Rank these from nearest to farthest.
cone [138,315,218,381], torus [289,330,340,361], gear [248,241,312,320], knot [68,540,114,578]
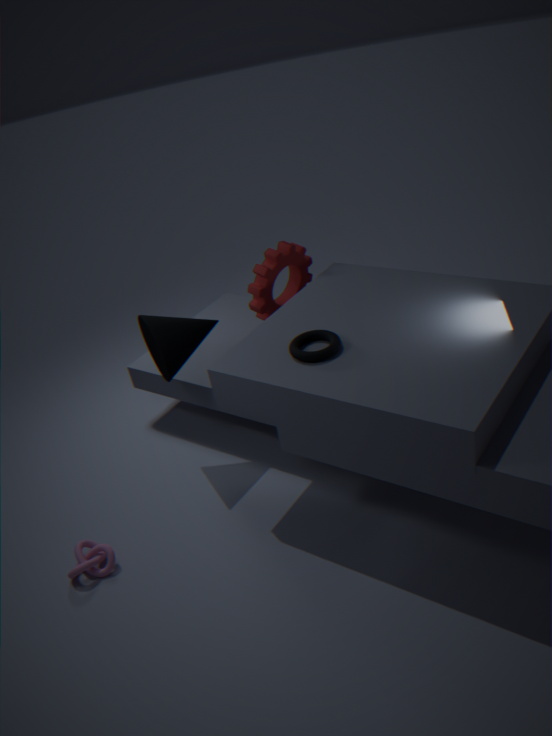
1. torus [289,330,340,361]
2. knot [68,540,114,578]
3. cone [138,315,218,381]
4. gear [248,241,312,320]
